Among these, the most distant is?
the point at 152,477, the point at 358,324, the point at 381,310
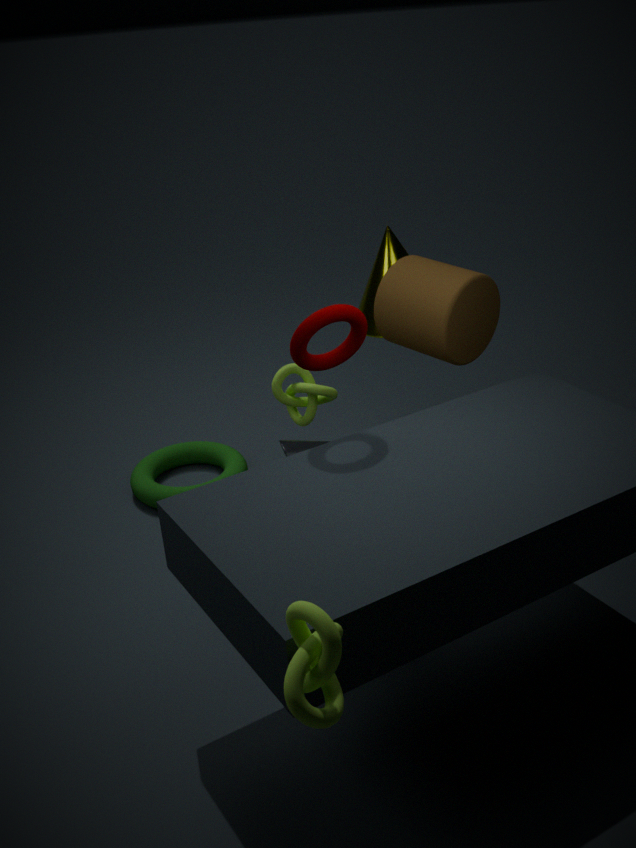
the point at 152,477
